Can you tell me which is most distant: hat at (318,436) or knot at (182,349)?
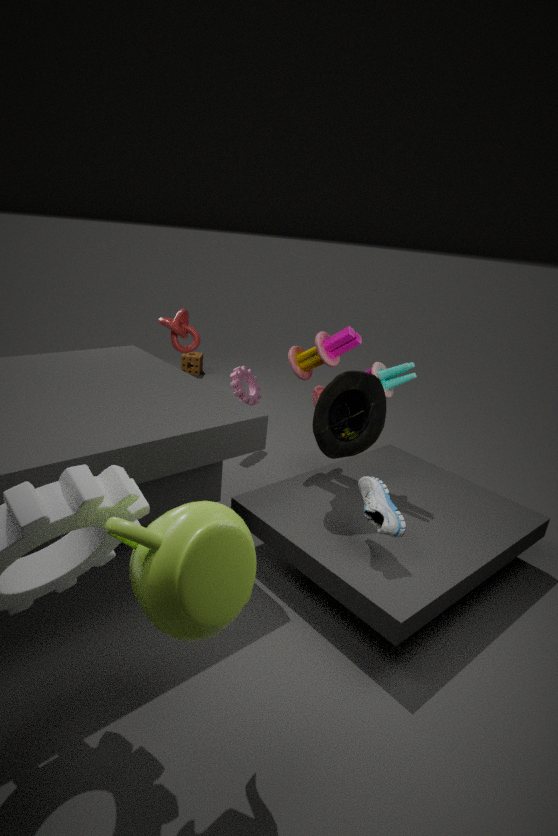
knot at (182,349)
